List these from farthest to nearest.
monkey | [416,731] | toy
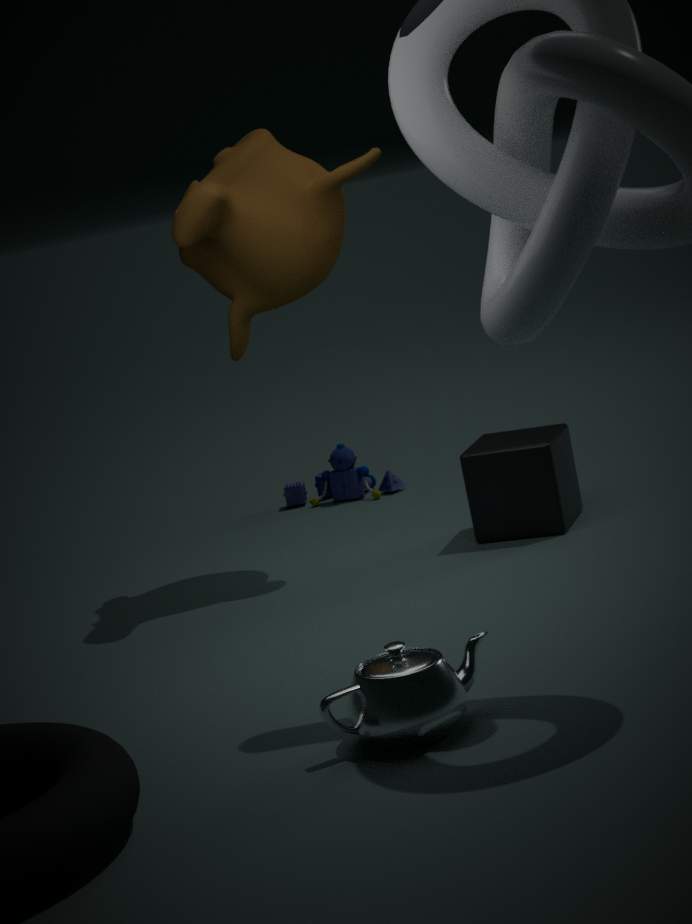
[416,731] < toy < monkey
